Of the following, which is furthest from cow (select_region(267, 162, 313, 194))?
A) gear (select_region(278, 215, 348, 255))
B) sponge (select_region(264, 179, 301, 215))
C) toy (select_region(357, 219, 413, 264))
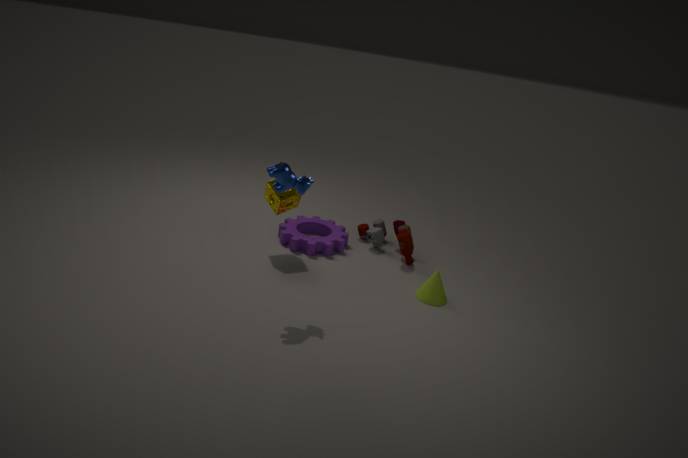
toy (select_region(357, 219, 413, 264))
